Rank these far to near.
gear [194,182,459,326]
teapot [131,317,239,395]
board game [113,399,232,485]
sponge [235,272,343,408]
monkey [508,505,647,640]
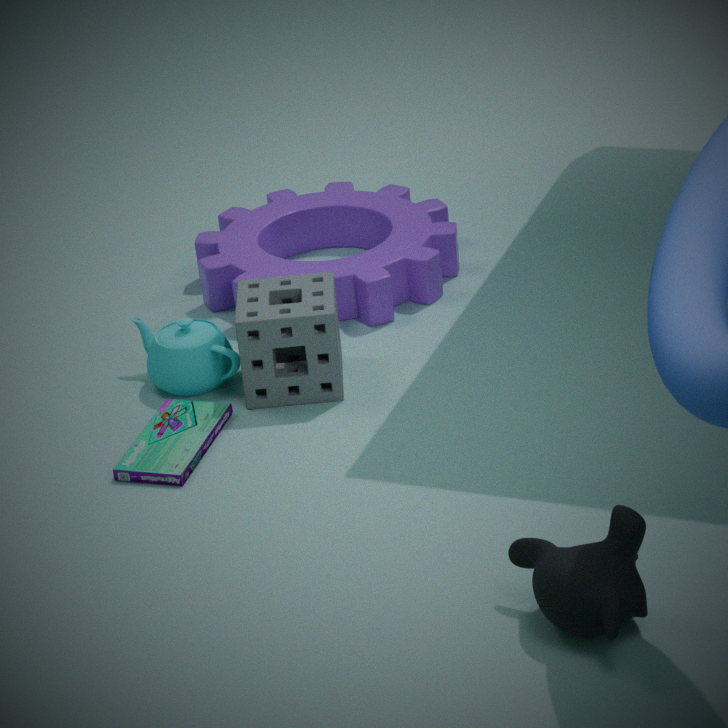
gear [194,182,459,326]
teapot [131,317,239,395]
sponge [235,272,343,408]
board game [113,399,232,485]
monkey [508,505,647,640]
